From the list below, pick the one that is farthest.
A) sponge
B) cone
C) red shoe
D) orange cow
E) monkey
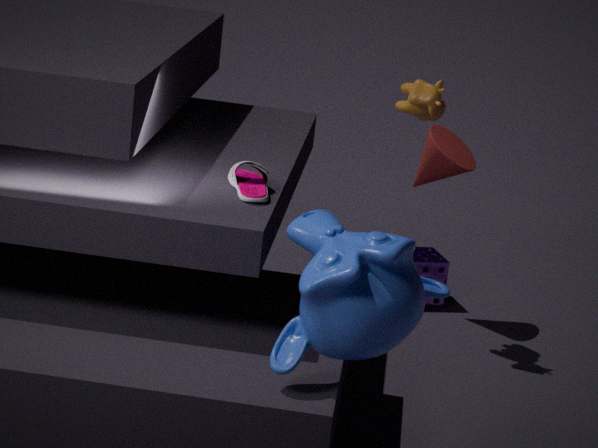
sponge
